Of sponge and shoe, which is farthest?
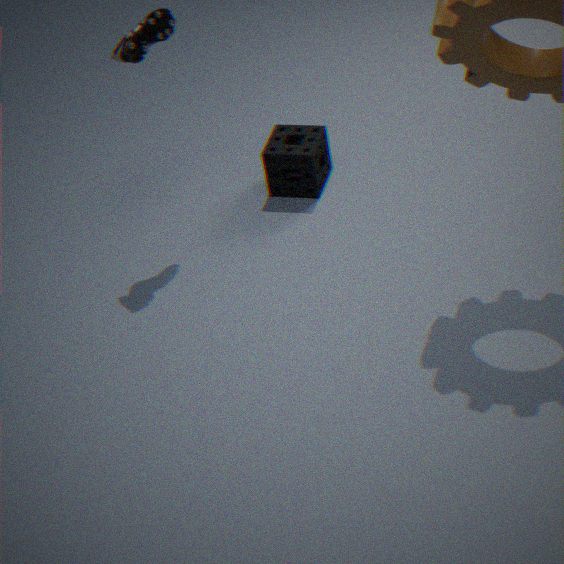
sponge
